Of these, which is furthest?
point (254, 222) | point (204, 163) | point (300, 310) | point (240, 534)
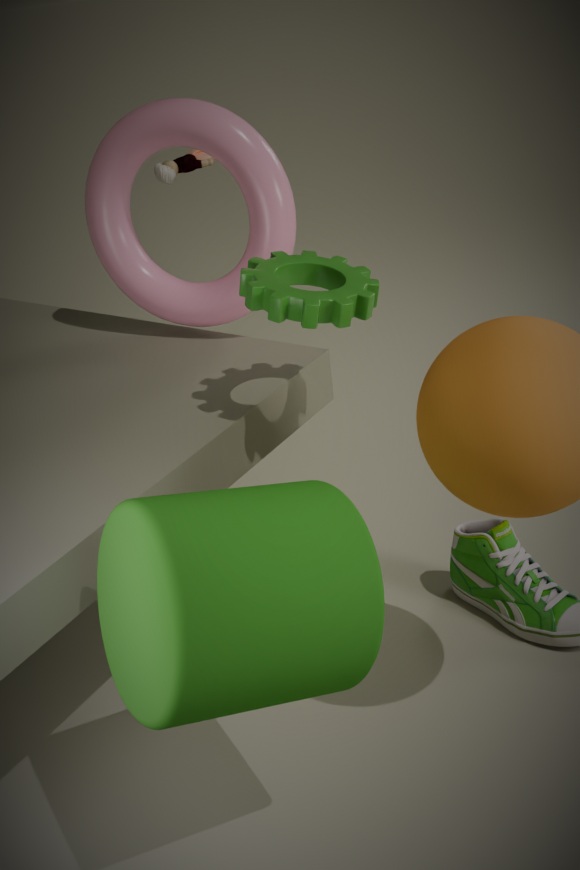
point (204, 163)
